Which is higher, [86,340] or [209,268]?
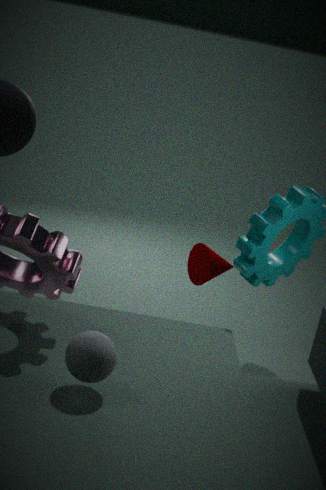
[86,340]
